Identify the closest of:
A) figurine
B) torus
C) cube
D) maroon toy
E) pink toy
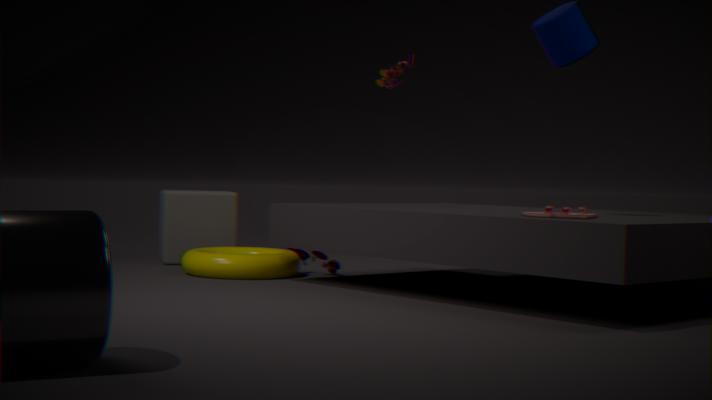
pink toy
